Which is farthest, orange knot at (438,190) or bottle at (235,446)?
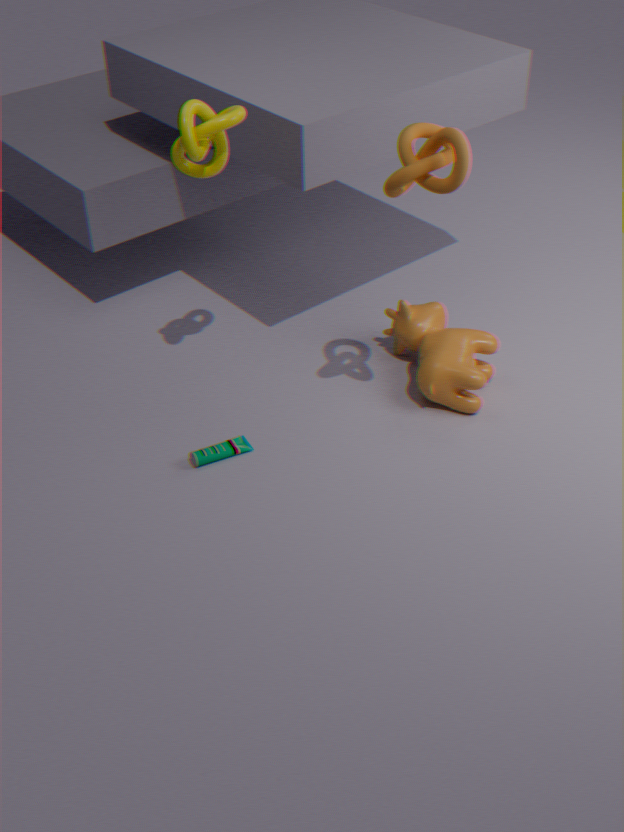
bottle at (235,446)
